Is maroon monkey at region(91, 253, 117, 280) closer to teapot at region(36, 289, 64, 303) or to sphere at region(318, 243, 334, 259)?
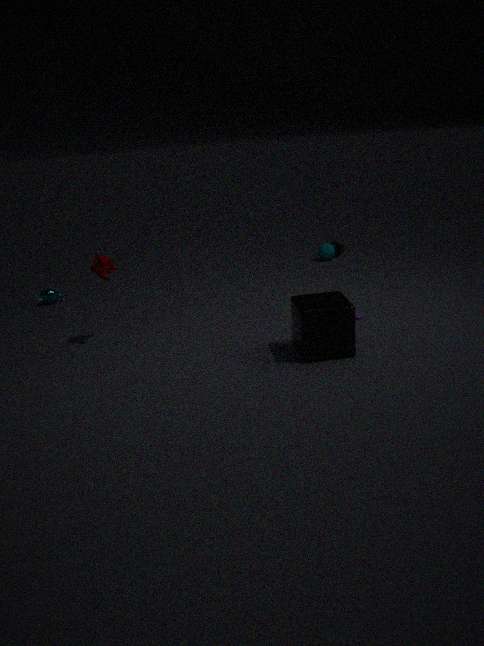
teapot at region(36, 289, 64, 303)
